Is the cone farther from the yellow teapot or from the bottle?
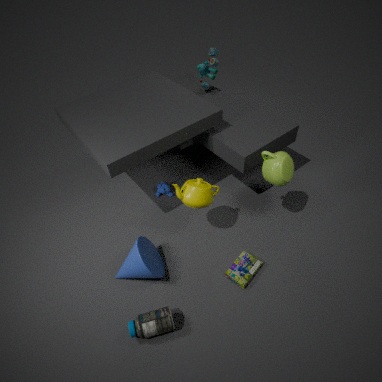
the yellow teapot
